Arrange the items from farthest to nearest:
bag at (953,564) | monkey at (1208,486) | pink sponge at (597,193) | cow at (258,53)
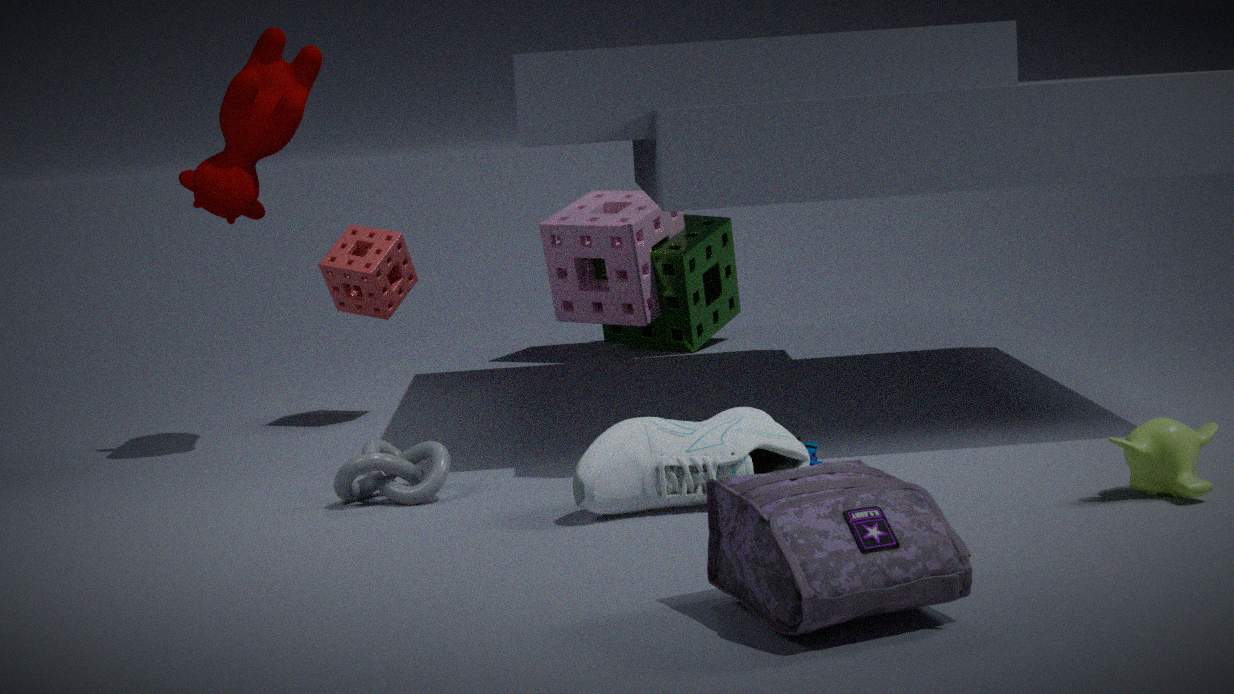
pink sponge at (597,193) < cow at (258,53) < monkey at (1208,486) < bag at (953,564)
